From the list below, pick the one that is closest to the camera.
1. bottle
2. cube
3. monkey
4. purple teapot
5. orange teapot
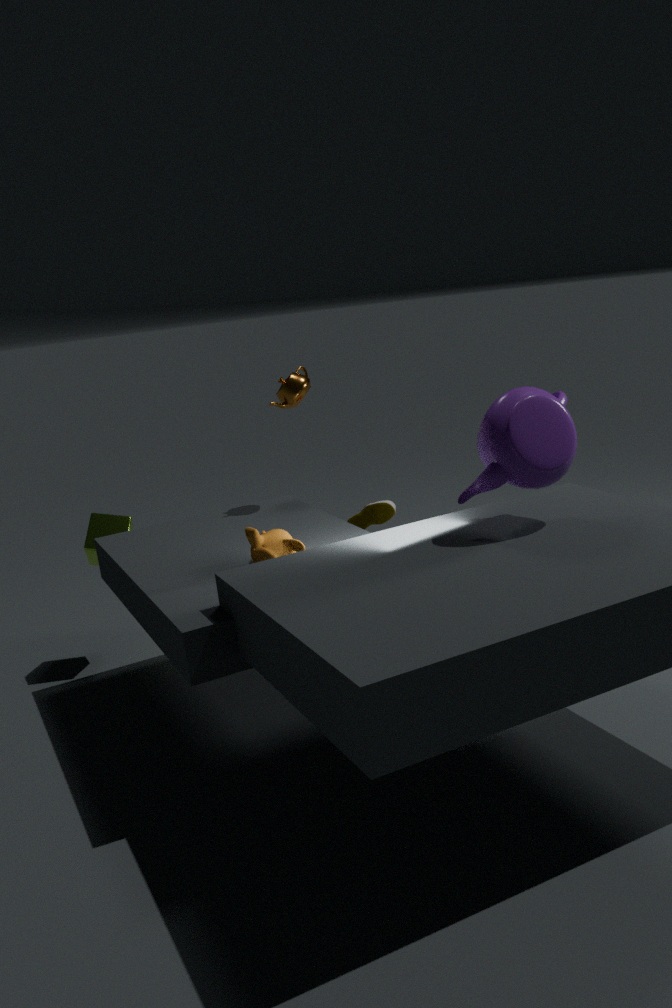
purple teapot
